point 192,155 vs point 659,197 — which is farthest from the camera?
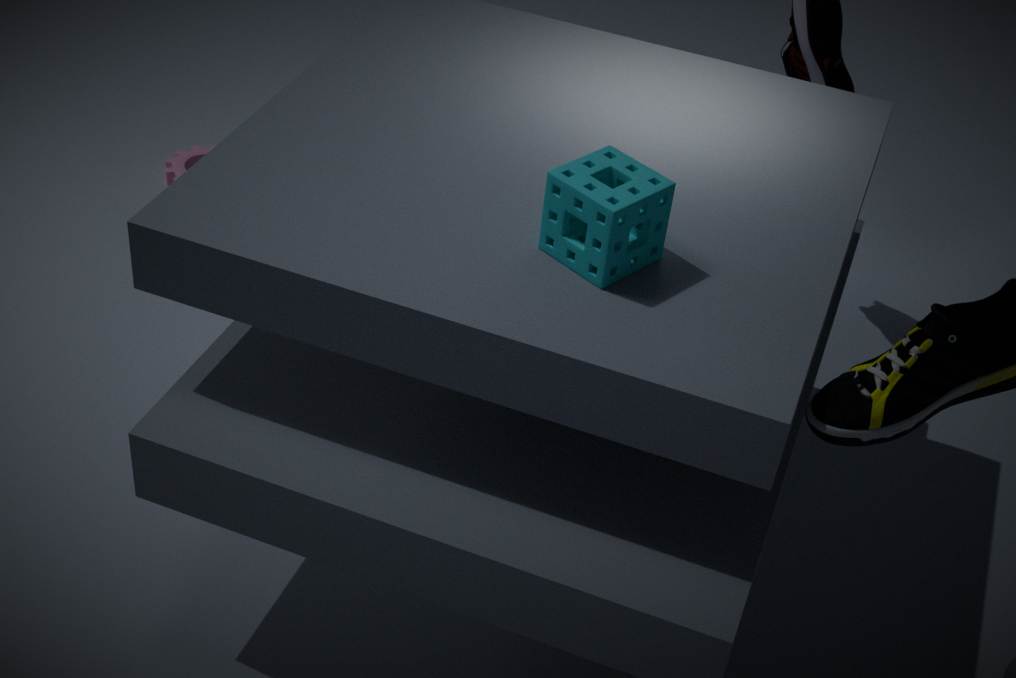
point 192,155
